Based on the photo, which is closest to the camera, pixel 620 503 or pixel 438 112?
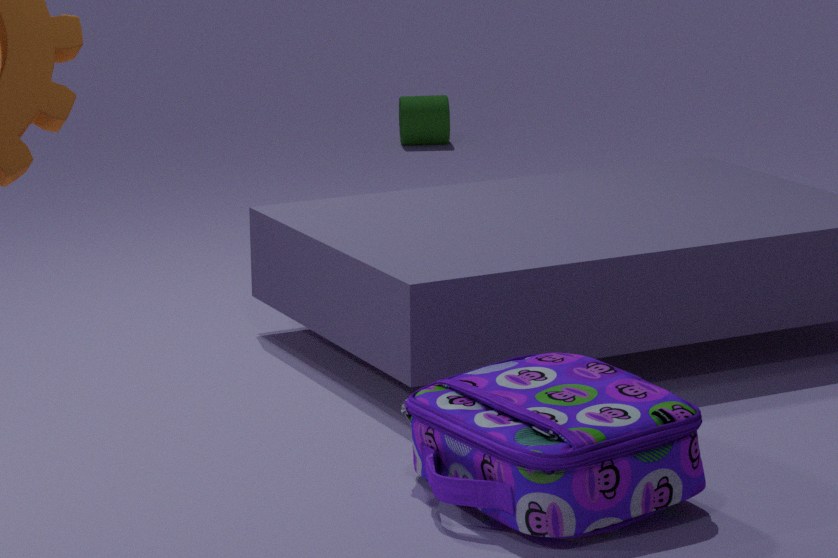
pixel 620 503
